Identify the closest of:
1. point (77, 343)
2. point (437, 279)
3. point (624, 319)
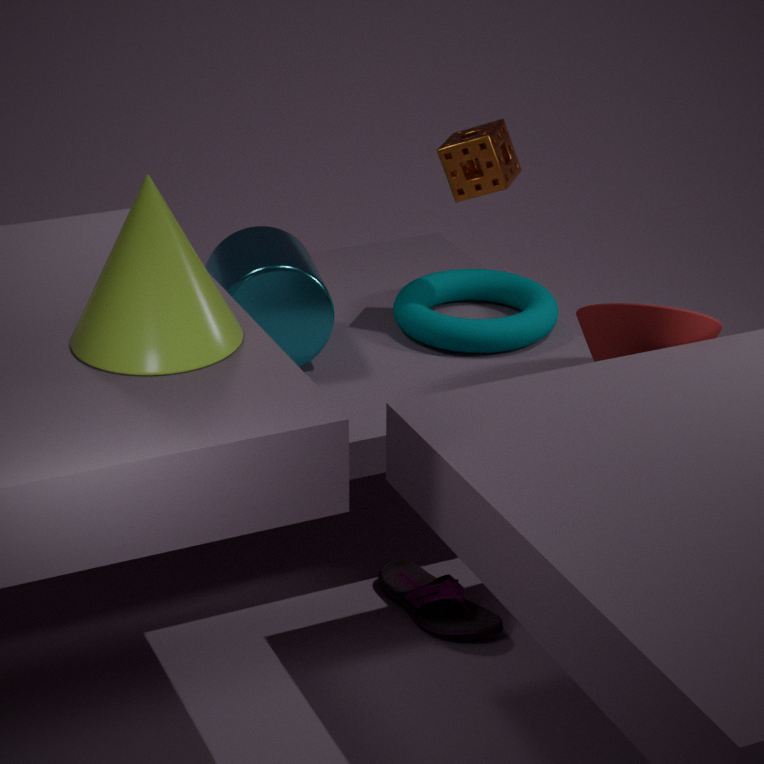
point (77, 343)
